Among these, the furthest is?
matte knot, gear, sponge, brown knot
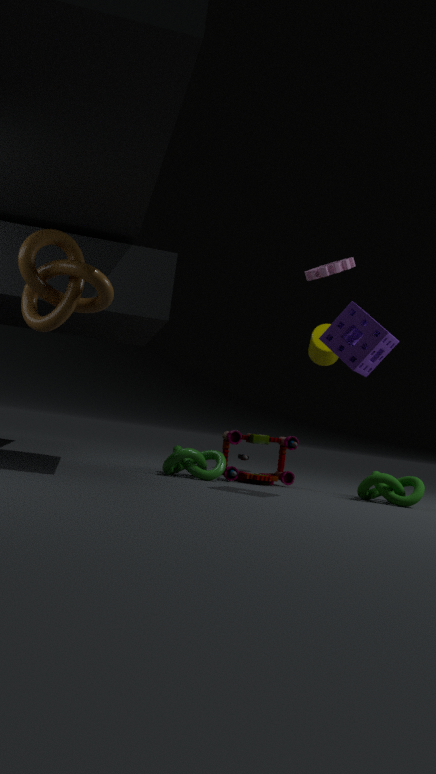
gear
